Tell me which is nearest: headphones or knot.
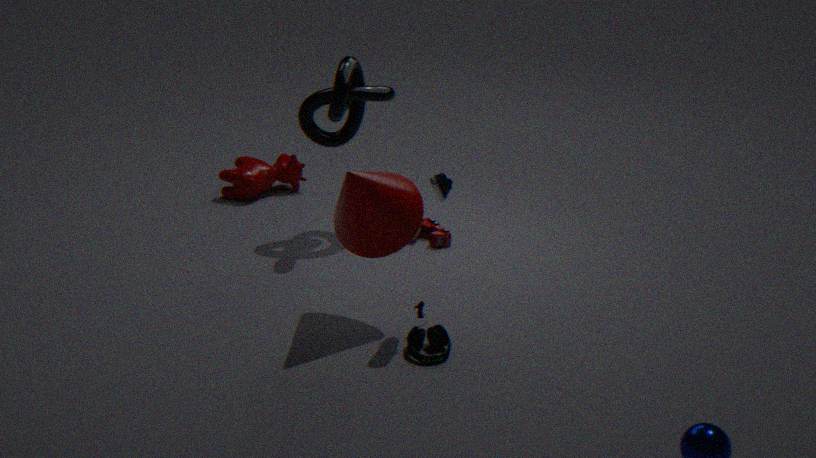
headphones
